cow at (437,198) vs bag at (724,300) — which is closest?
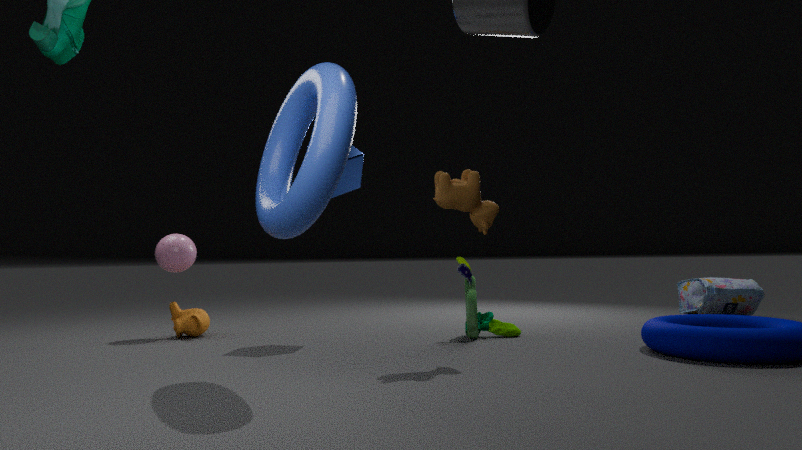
cow at (437,198)
